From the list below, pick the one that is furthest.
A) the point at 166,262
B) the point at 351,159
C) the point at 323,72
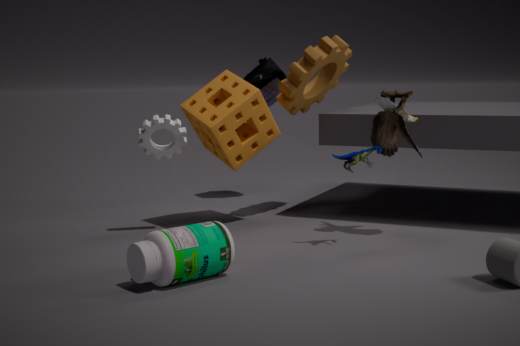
the point at 323,72
